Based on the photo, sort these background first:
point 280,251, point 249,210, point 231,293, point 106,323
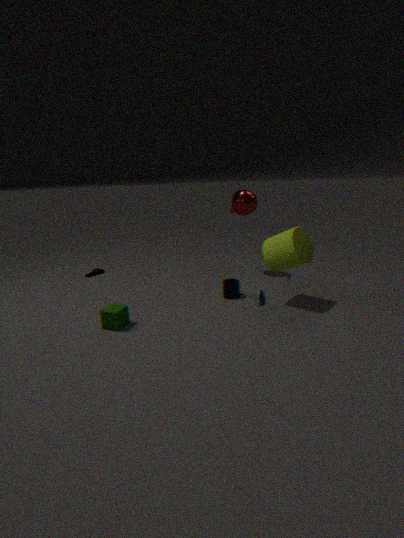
1. point 249,210
2. point 231,293
3. point 280,251
4. point 106,323
